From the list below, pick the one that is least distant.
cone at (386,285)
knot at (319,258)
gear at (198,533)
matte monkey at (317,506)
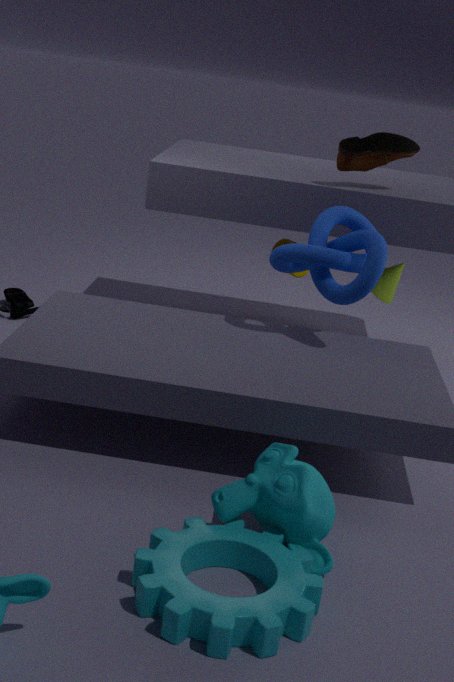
gear at (198,533)
